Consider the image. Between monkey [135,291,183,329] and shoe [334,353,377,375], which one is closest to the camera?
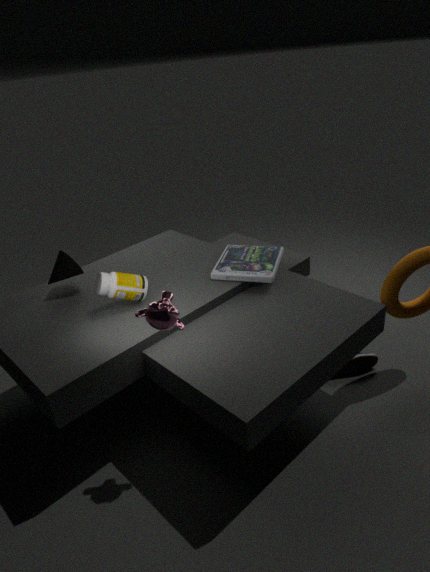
monkey [135,291,183,329]
